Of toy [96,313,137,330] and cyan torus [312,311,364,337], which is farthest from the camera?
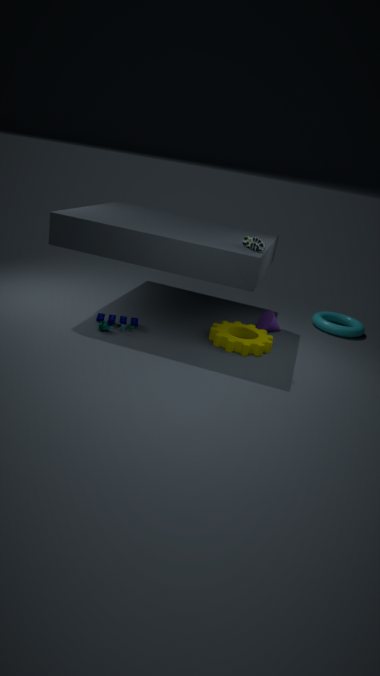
cyan torus [312,311,364,337]
